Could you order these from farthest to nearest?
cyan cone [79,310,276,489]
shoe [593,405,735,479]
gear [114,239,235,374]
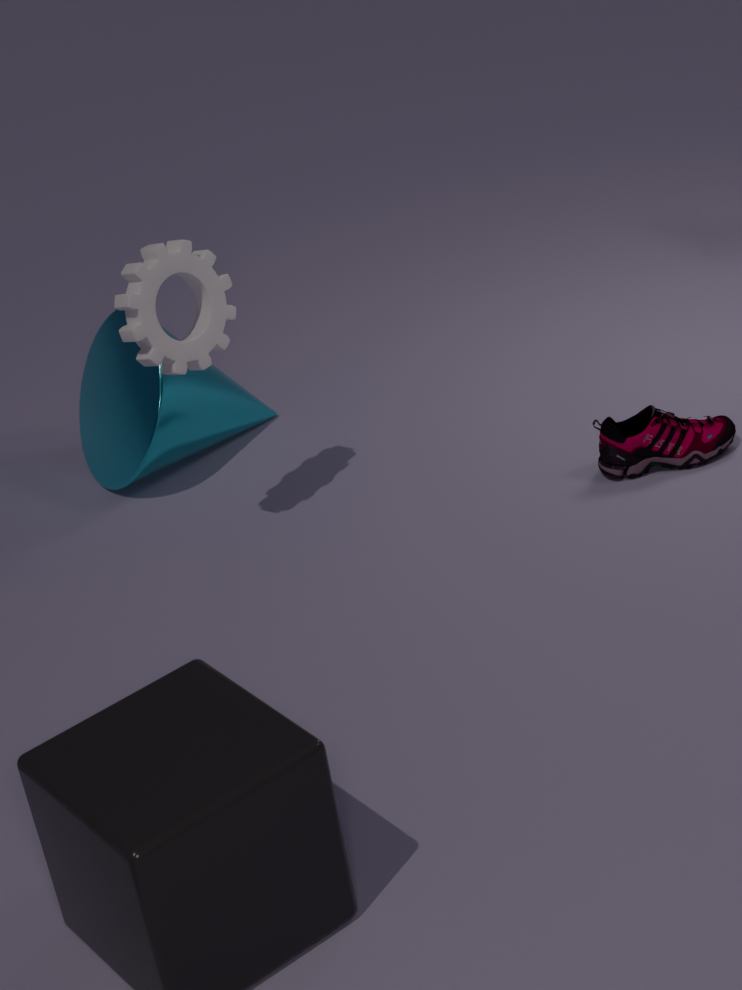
cyan cone [79,310,276,489] → shoe [593,405,735,479] → gear [114,239,235,374]
